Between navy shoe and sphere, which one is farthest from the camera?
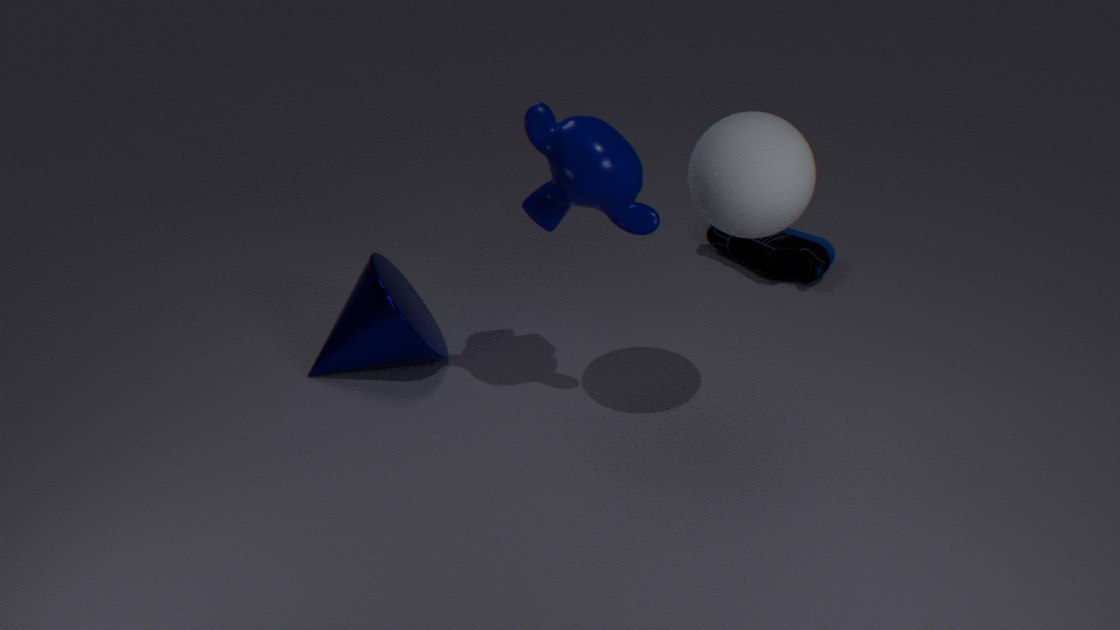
navy shoe
